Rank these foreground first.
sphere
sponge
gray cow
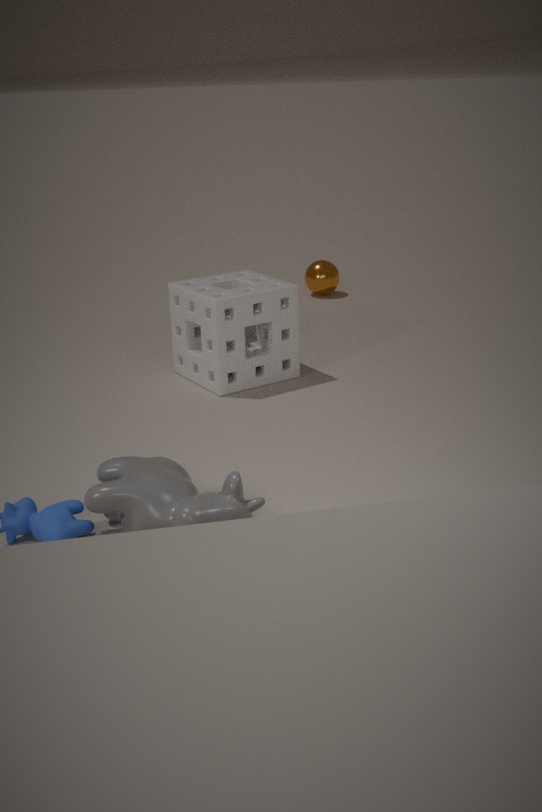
gray cow → sponge → sphere
